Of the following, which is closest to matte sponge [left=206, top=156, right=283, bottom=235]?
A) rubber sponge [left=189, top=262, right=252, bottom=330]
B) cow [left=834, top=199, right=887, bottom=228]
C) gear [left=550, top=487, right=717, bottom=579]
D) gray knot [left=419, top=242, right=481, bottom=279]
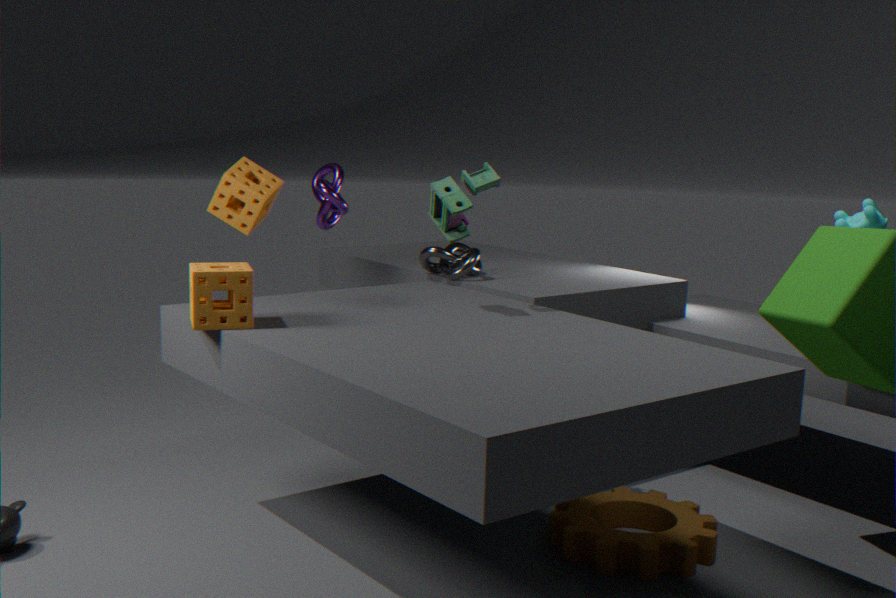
rubber sponge [left=189, top=262, right=252, bottom=330]
